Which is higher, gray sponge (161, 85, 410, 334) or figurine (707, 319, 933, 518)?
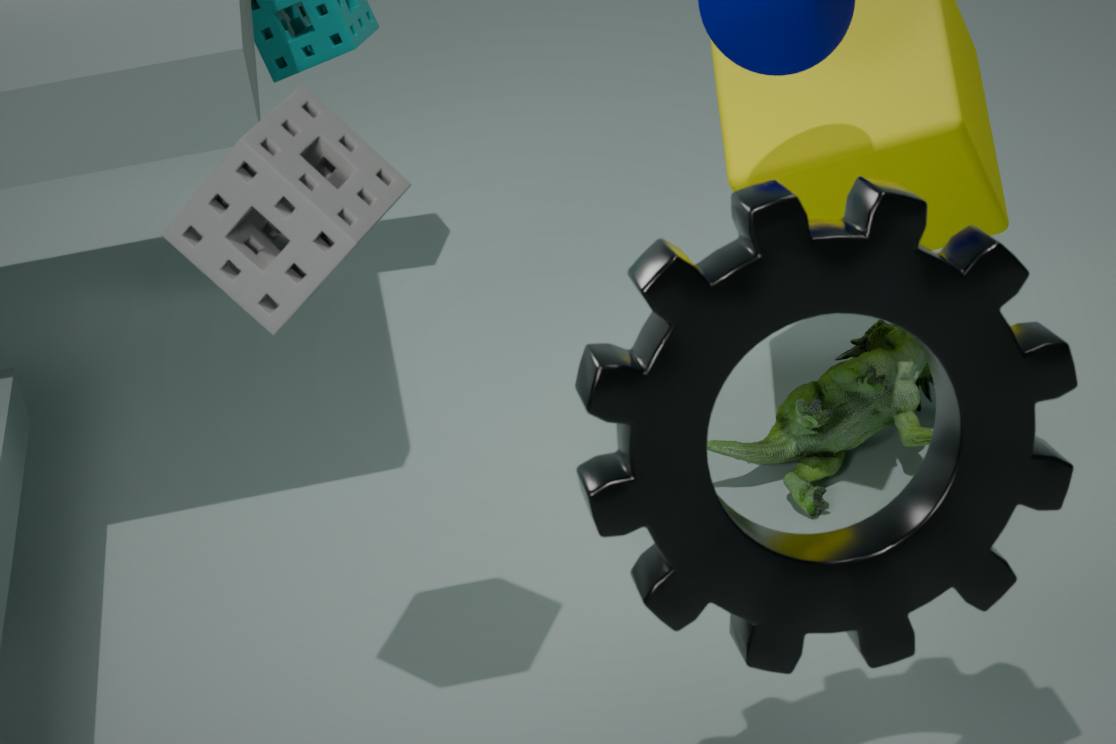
gray sponge (161, 85, 410, 334)
